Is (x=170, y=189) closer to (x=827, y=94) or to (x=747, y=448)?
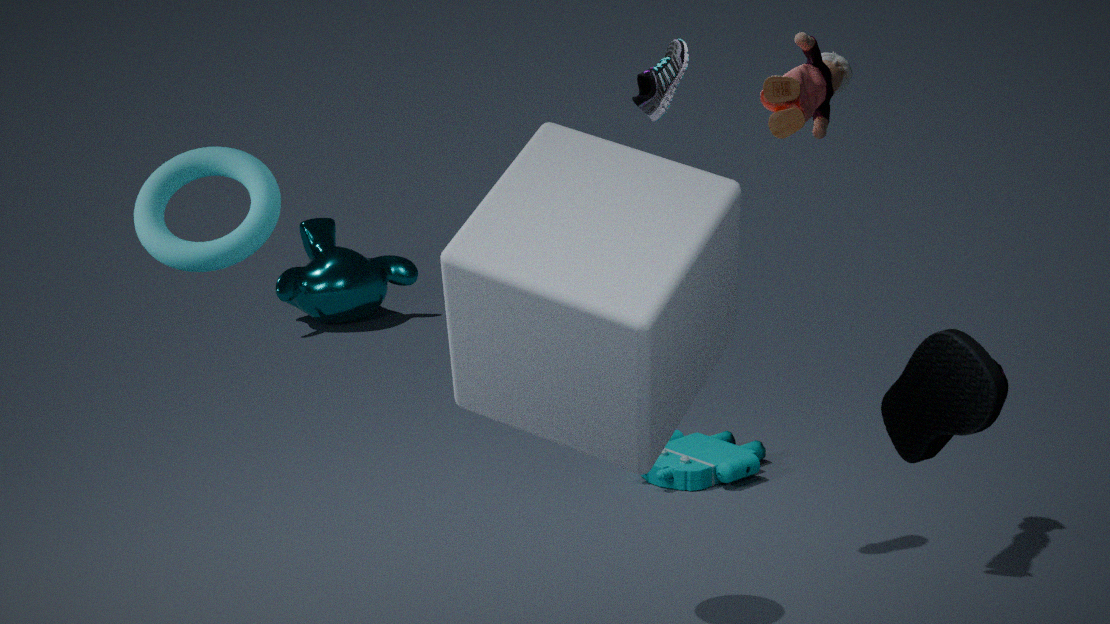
(x=827, y=94)
